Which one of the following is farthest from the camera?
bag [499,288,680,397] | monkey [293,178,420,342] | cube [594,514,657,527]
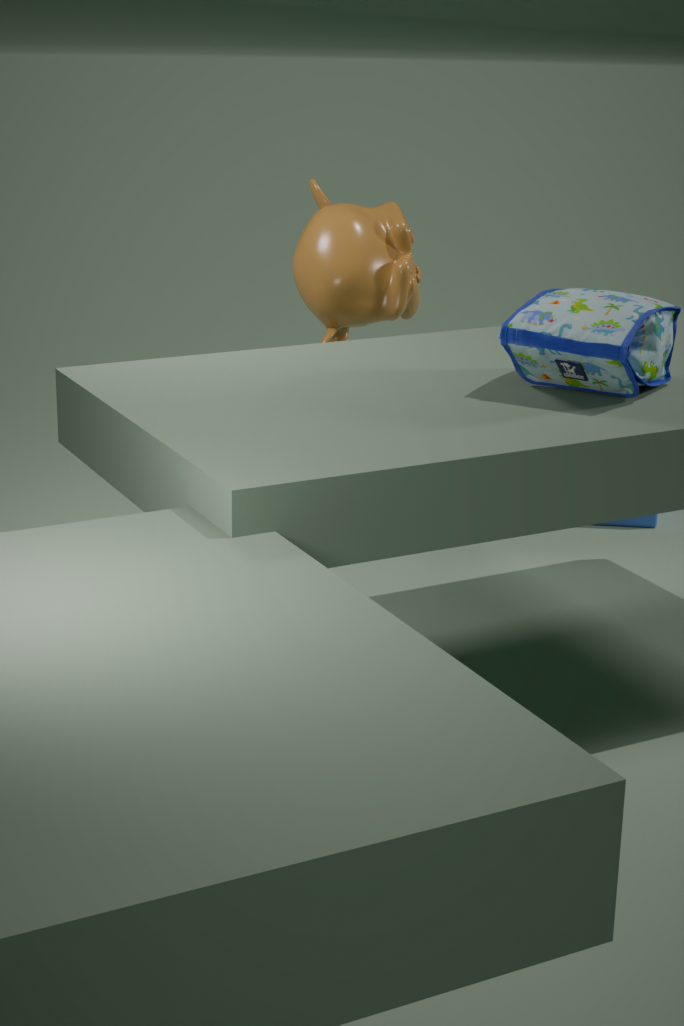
cube [594,514,657,527]
